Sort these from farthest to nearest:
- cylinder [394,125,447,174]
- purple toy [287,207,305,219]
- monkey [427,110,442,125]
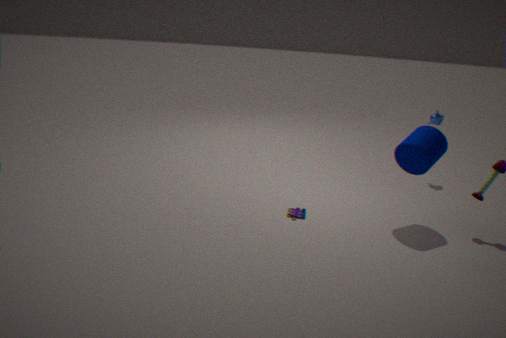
monkey [427,110,442,125] < purple toy [287,207,305,219] < cylinder [394,125,447,174]
